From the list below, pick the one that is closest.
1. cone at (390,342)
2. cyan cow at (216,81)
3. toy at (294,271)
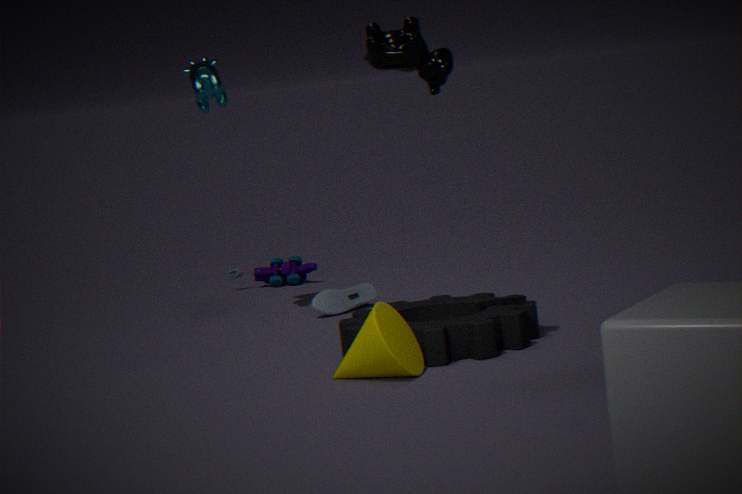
cone at (390,342)
